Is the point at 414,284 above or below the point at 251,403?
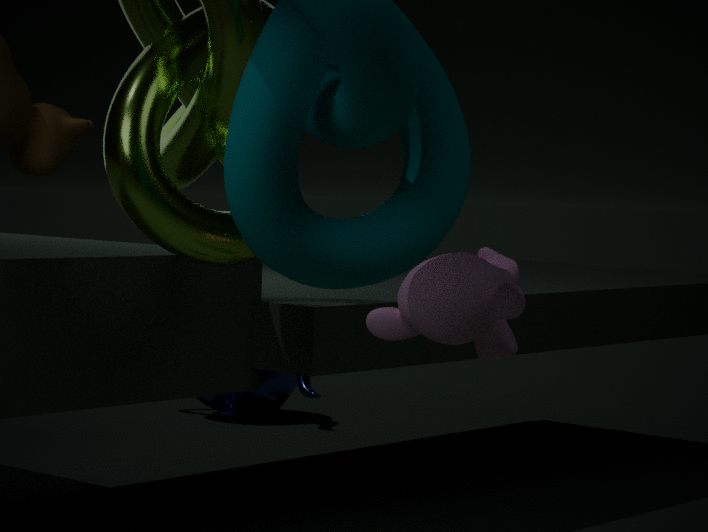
above
